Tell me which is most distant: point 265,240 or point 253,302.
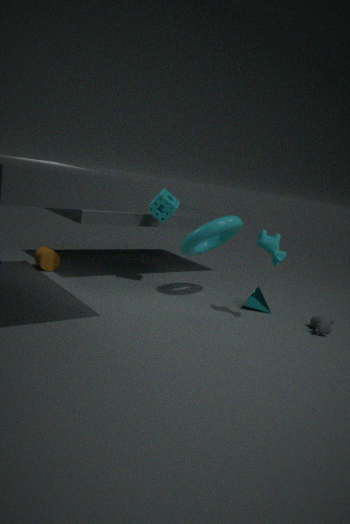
point 253,302
